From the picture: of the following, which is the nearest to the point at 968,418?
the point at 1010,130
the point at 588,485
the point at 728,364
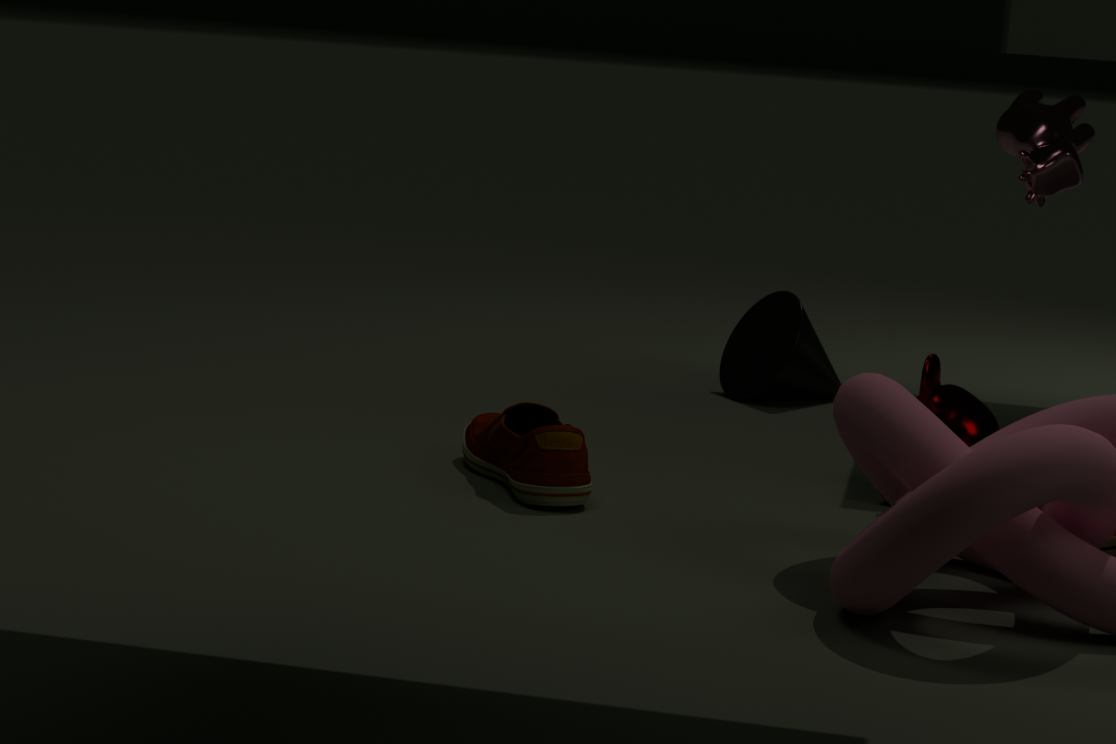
the point at 588,485
